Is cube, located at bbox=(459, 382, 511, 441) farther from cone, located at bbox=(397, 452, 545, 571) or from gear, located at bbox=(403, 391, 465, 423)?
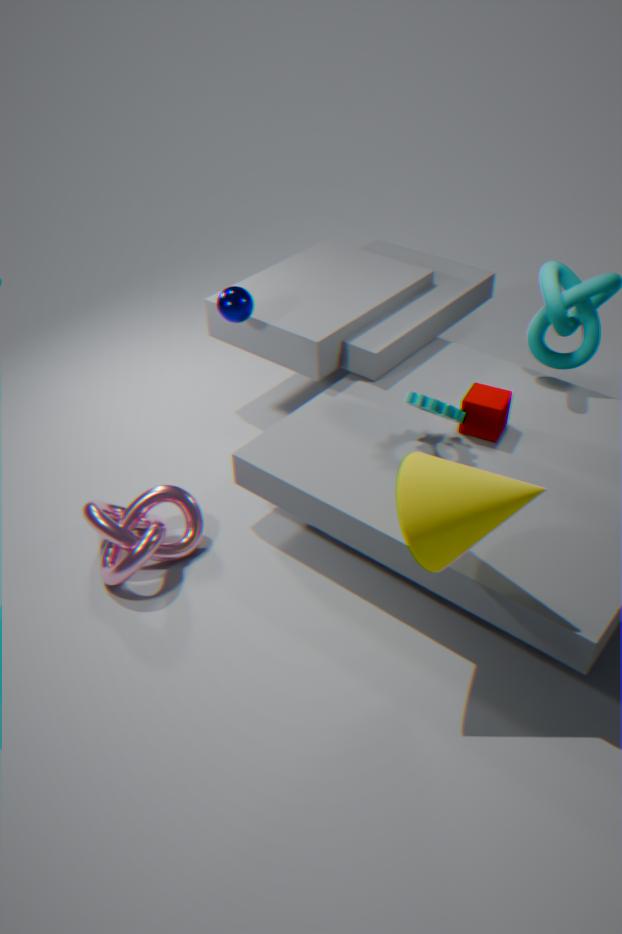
cone, located at bbox=(397, 452, 545, 571)
